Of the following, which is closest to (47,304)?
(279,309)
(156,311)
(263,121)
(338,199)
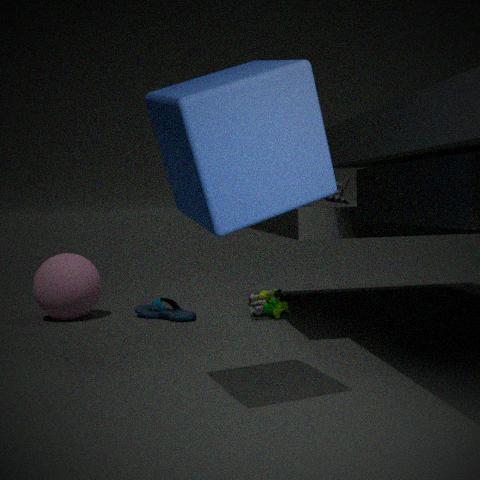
(156,311)
